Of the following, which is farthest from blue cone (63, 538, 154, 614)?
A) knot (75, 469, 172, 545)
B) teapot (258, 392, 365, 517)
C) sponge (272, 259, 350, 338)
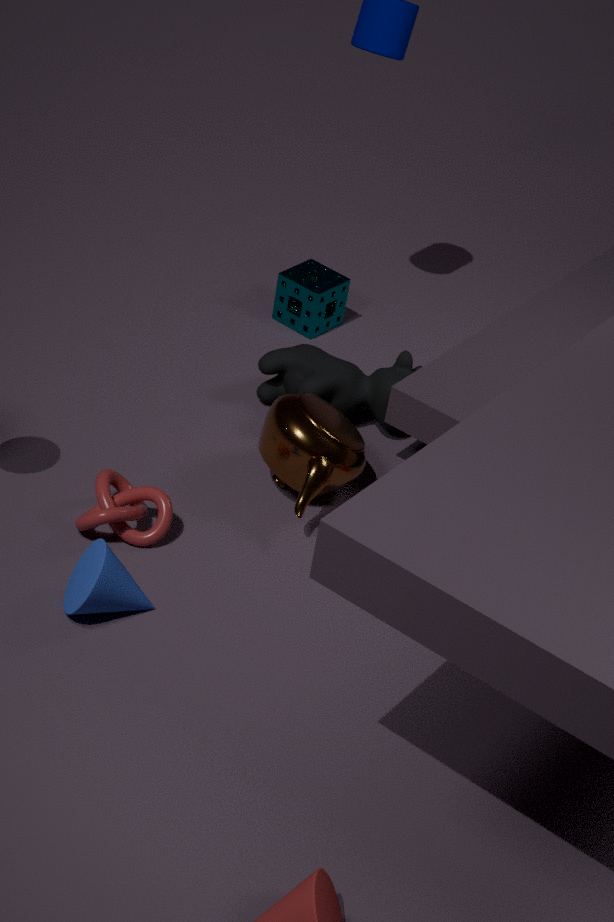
sponge (272, 259, 350, 338)
